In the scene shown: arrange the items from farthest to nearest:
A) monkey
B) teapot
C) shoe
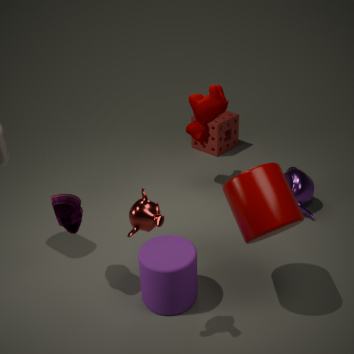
1. teapot
2. shoe
3. monkey
